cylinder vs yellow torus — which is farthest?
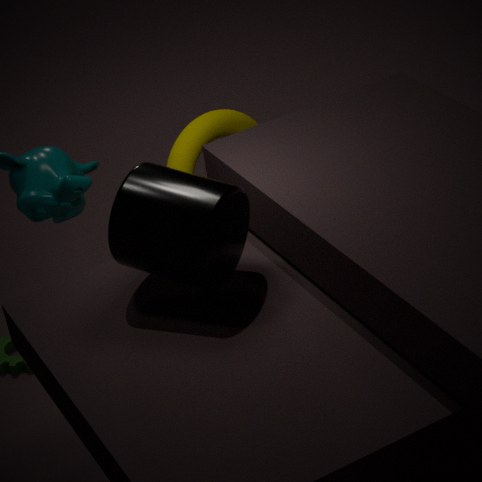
yellow torus
